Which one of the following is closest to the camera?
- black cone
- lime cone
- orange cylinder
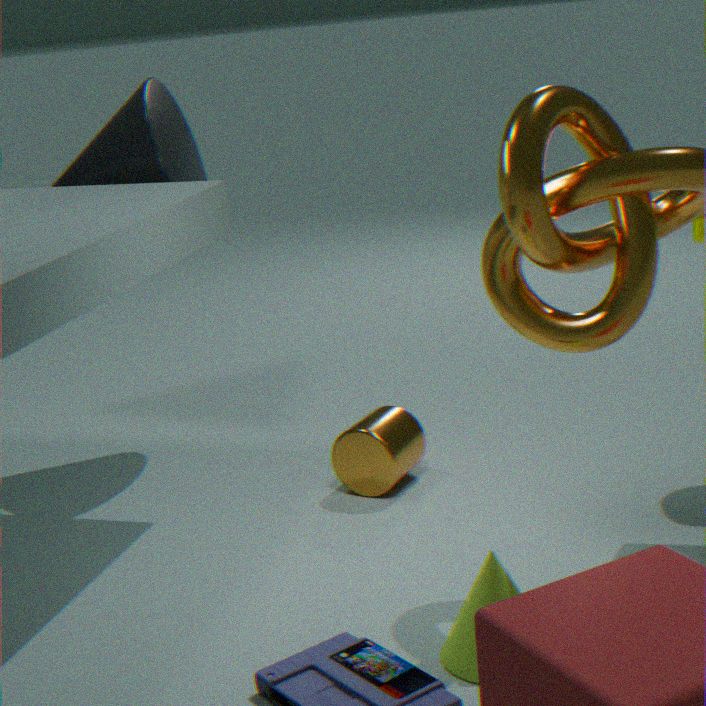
lime cone
